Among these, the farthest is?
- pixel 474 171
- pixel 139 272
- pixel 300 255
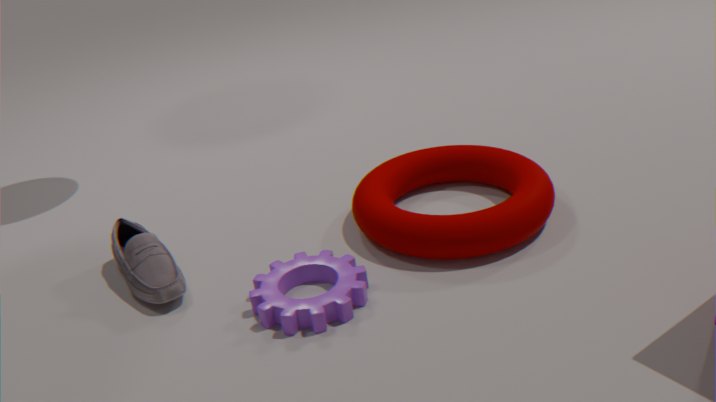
pixel 474 171
